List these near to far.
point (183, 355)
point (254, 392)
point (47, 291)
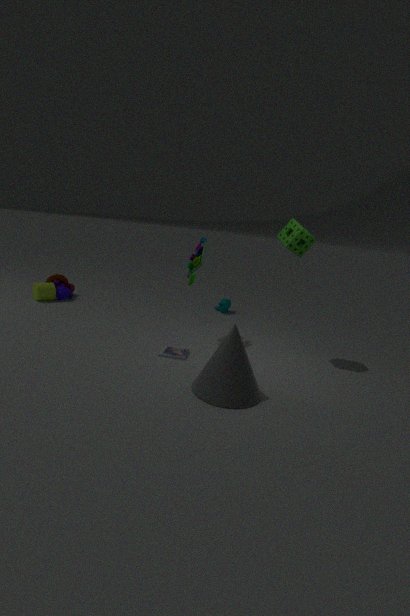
point (254, 392) → point (183, 355) → point (47, 291)
